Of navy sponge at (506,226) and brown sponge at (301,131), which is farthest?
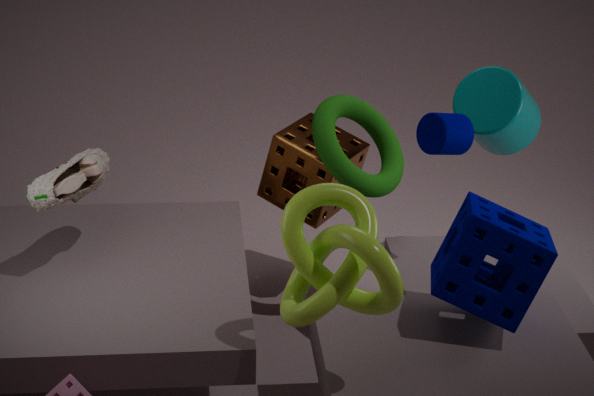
brown sponge at (301,131)
